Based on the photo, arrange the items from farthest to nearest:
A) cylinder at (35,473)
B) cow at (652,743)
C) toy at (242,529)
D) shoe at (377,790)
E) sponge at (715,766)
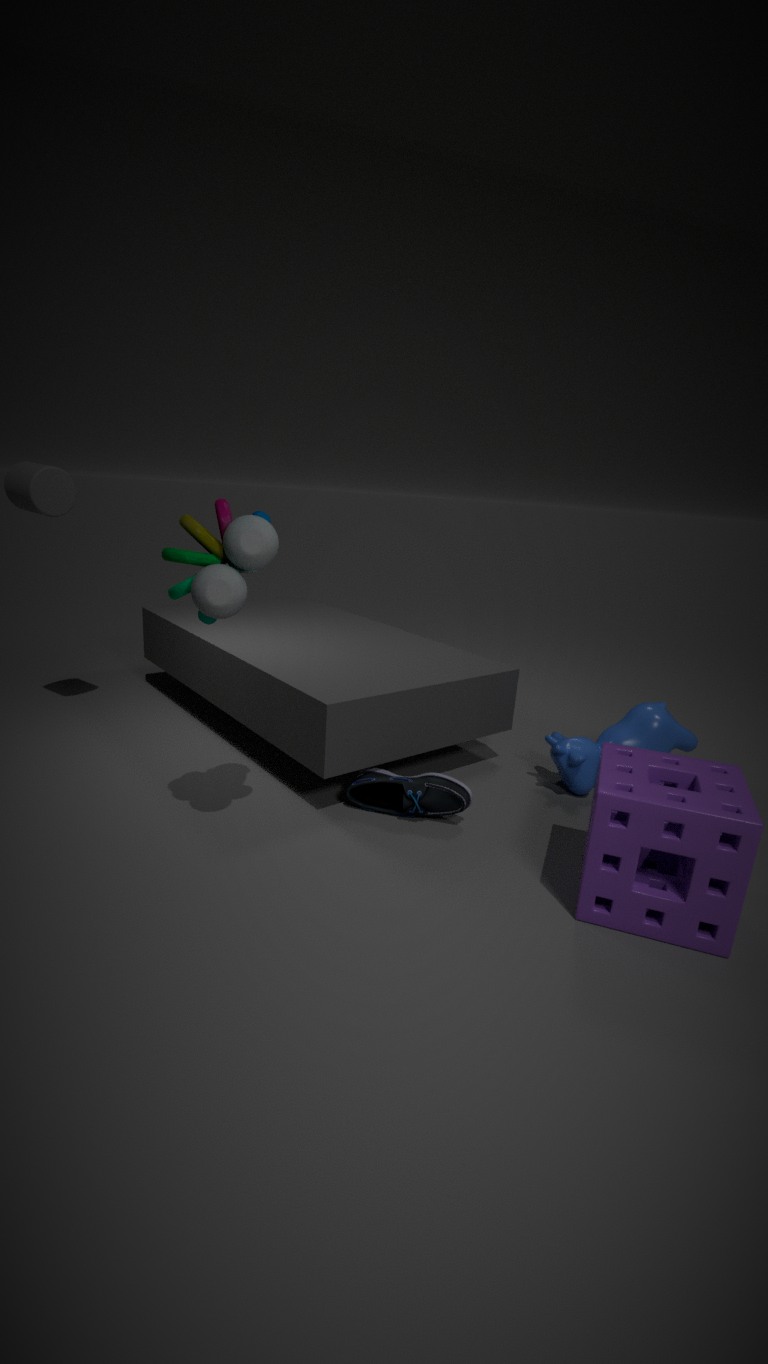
cylinder at (35,473), cow at (652,743), shoe at (377,790), toy at (242,529), sponge at (715,766)
